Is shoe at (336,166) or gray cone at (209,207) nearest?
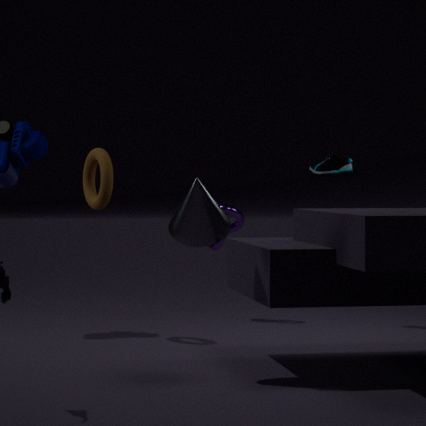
gray cone at (209,207)
